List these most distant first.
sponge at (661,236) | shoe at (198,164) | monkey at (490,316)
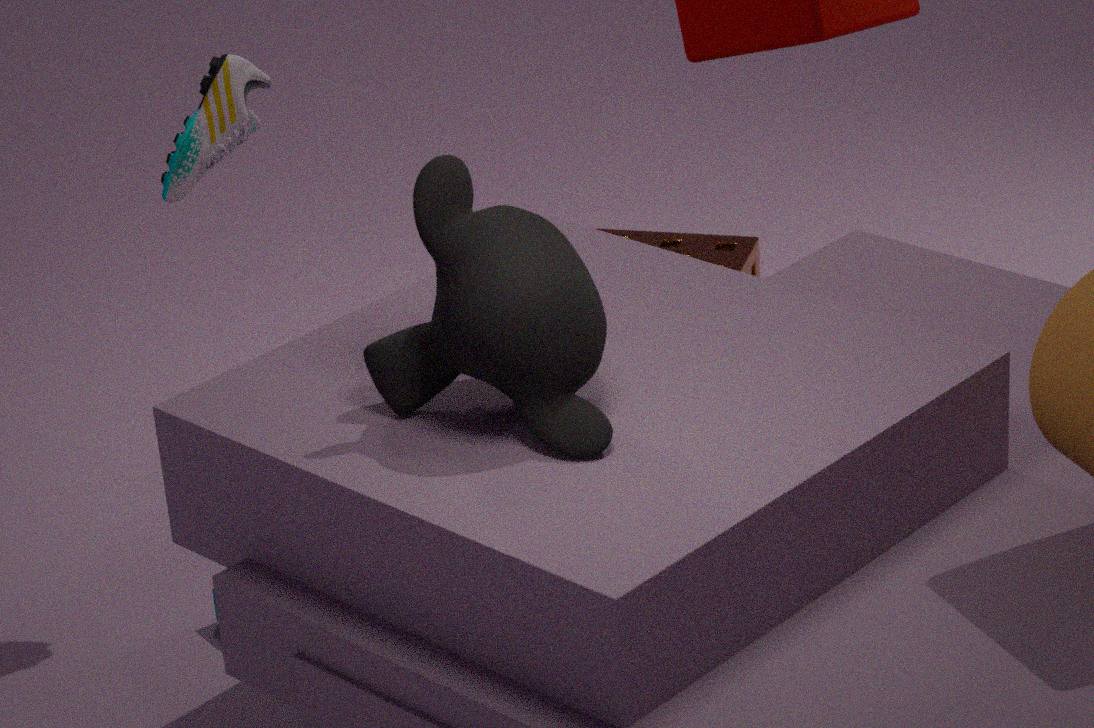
sponge at (661,236)
shoe at (198,164)
monkey at (490,316)
